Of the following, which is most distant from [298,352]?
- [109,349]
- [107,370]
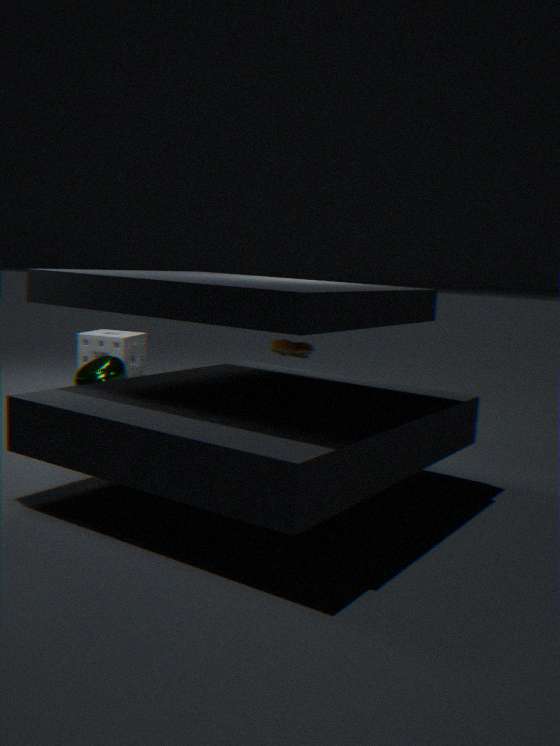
[109,349]
